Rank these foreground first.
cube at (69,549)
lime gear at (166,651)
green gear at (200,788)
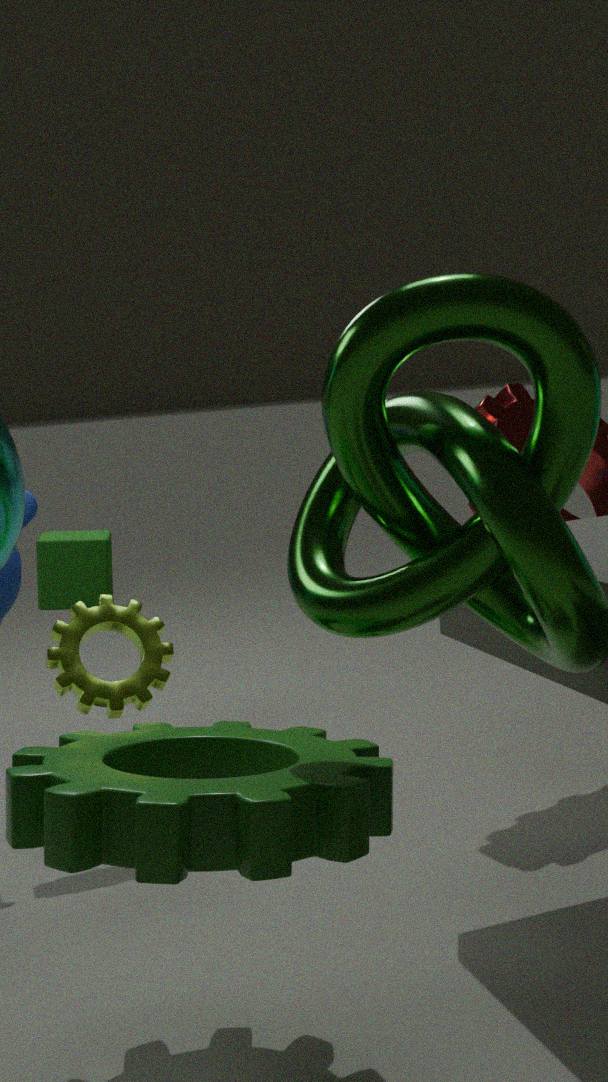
green gear at (200,788) < lime gear at (166,651) < cube at (69,549)
